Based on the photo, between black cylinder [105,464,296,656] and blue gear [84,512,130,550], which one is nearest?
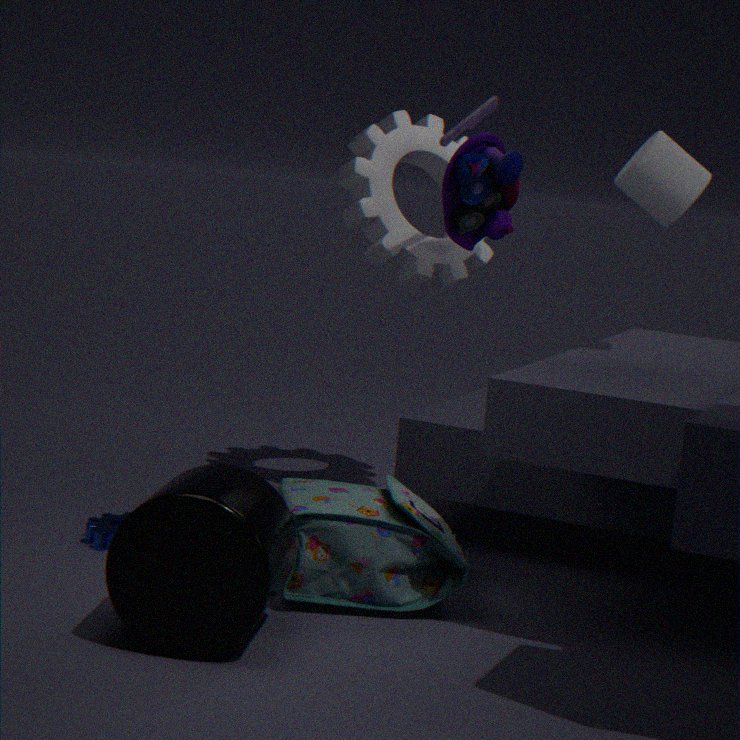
black cylinder [105,464,296,656]
